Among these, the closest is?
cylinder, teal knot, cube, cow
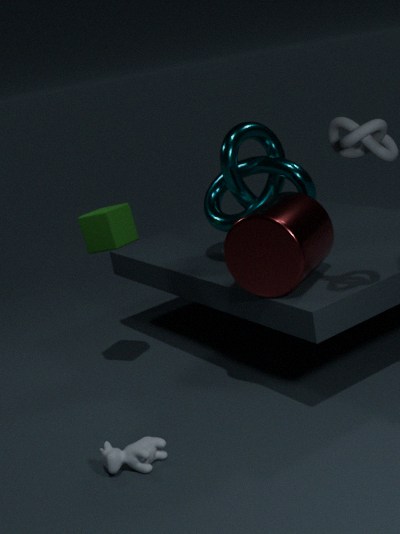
cow
